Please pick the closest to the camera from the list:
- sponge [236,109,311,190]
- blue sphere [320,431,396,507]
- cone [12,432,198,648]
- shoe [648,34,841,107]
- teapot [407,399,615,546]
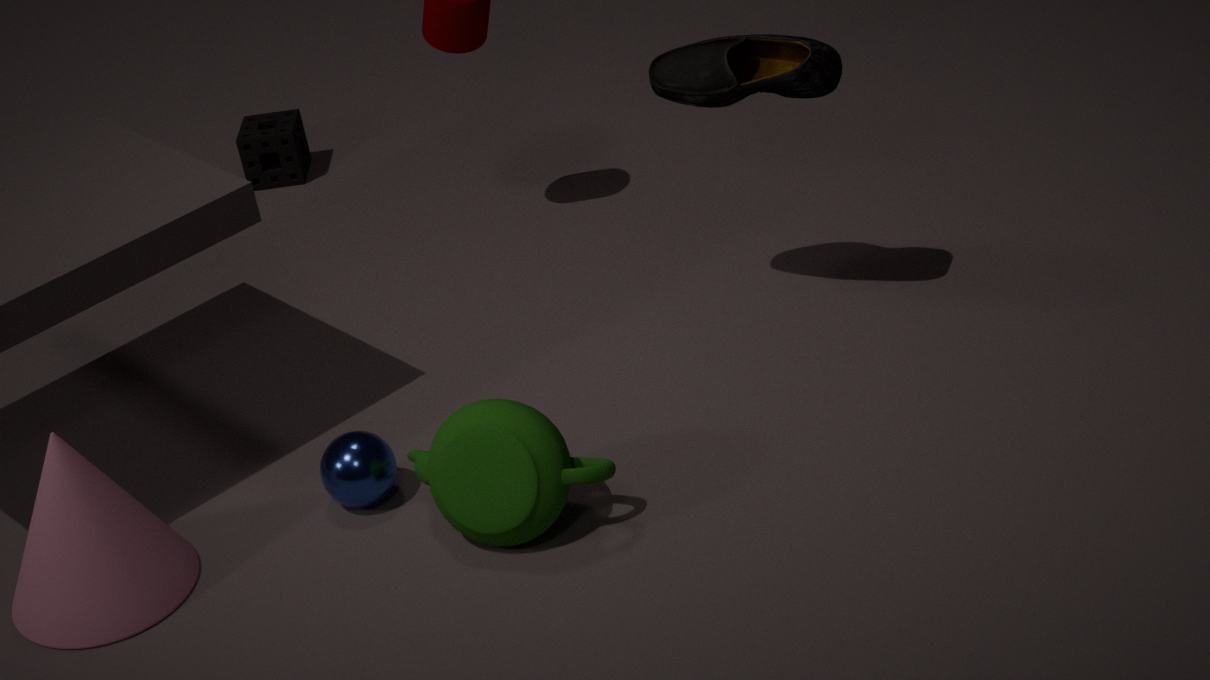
teapot [407,399,615,546]
